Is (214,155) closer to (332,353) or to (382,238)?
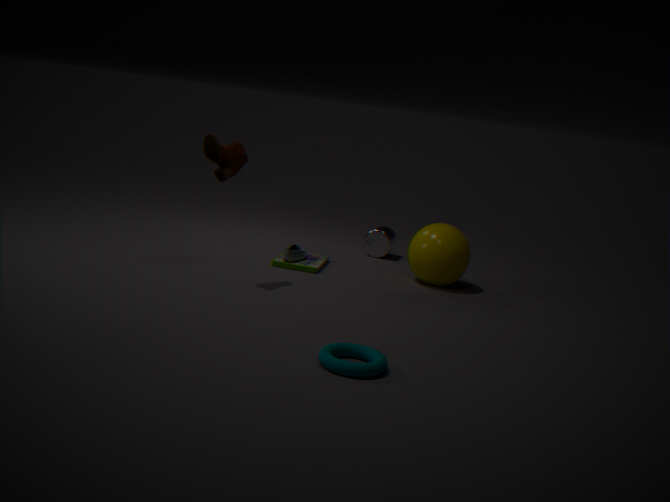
(332,353)
